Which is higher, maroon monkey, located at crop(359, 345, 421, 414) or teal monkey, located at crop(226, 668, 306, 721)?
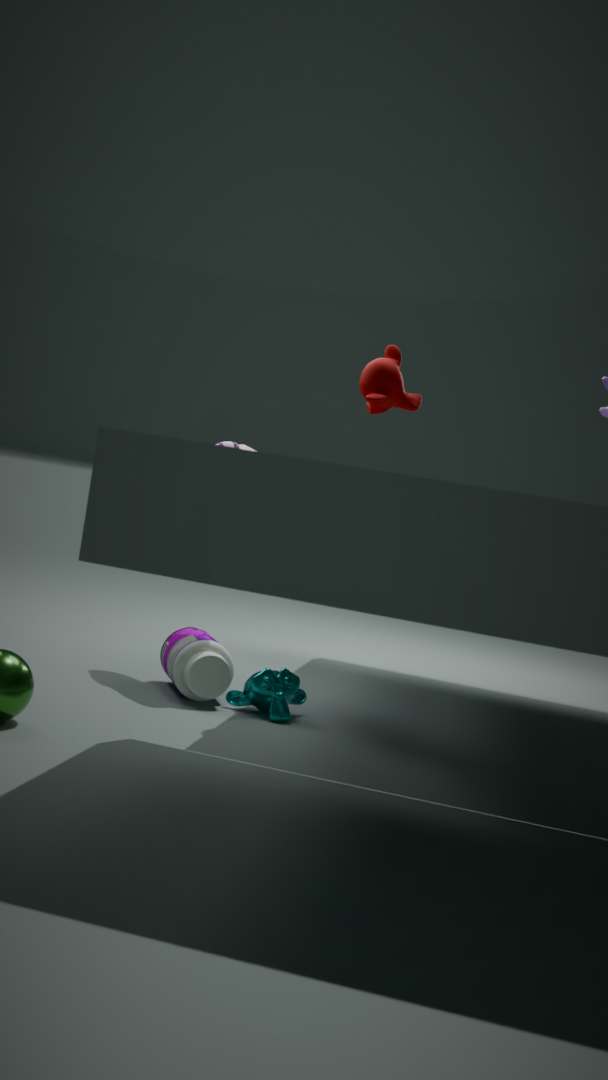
maroon monkey, located at crop(359, 345, 421, 414)
